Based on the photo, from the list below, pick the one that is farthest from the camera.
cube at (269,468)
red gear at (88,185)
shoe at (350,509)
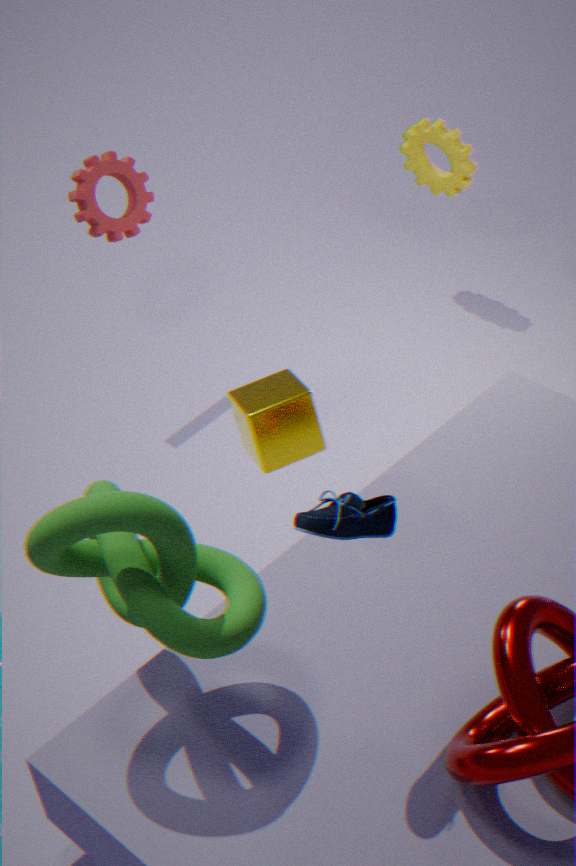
red gear at (88,185)
